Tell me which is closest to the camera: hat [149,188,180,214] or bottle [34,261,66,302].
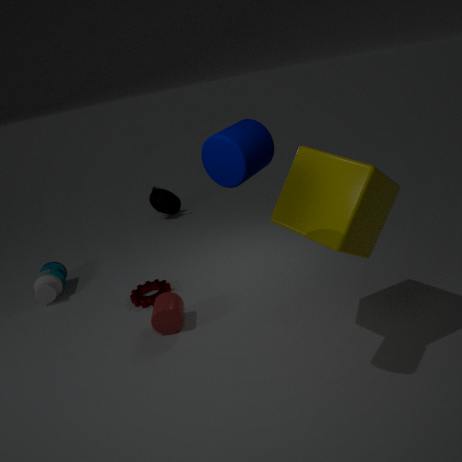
bottle [34,261,66,302]
